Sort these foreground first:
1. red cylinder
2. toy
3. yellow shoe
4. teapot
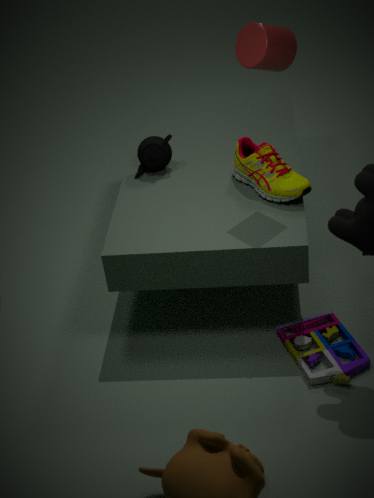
1. red cylinder
2. toy
3. yellow shoe
4. teapot
